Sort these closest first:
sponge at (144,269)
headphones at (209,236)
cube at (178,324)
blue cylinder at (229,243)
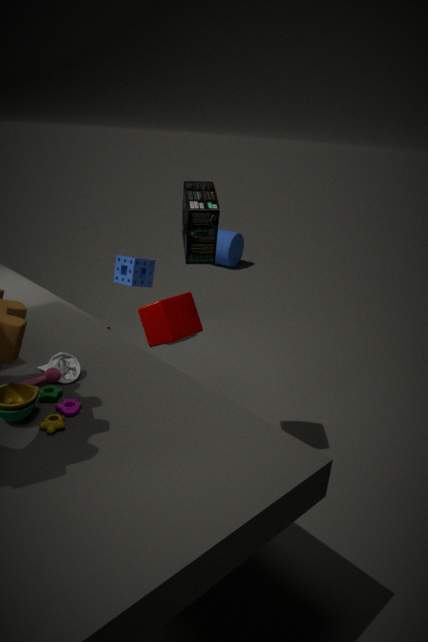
1. headphones at (209,236)
2. cube at (178,324)
3. sponge at (144,269)
4. blue cylinder at (229,243)
